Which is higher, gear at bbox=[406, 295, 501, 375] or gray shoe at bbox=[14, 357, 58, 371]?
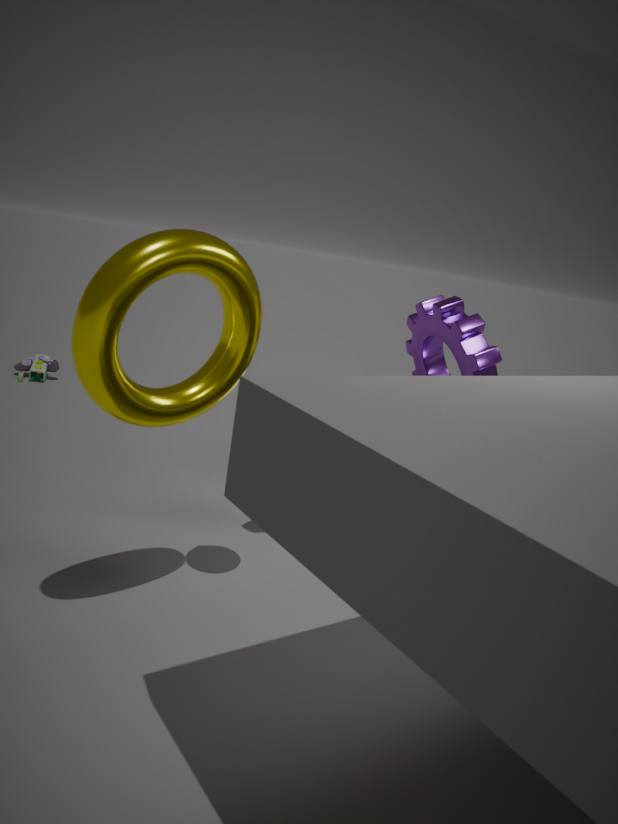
gear at bbox=[406, 295, 501, 375]
